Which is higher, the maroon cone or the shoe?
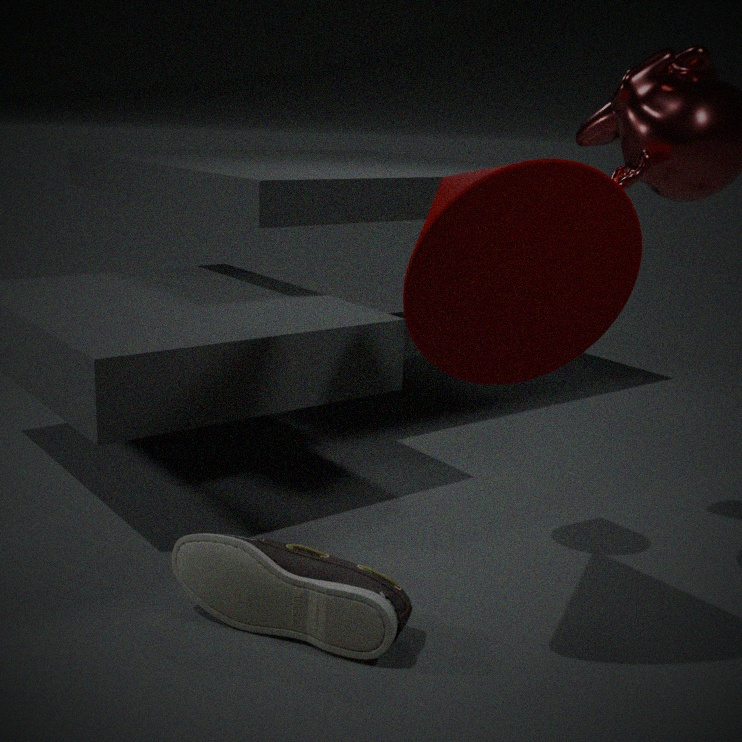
the maroon cone
